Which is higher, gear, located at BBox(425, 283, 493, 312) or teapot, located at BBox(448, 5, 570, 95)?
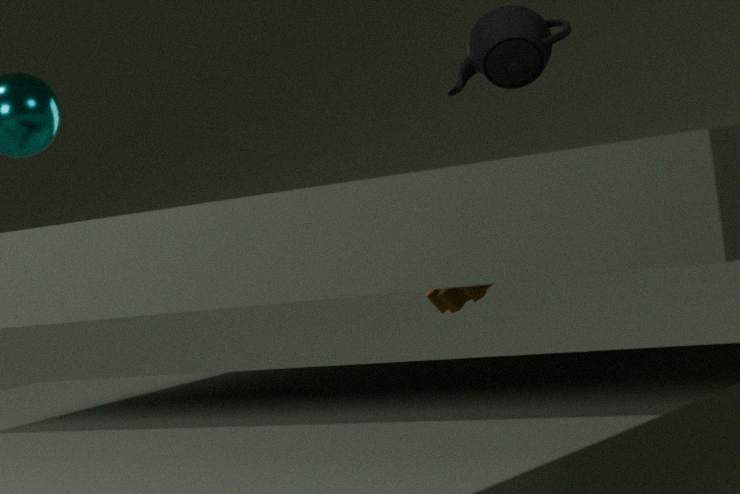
teapot, located at BBox(448, 5, 570, 95)
